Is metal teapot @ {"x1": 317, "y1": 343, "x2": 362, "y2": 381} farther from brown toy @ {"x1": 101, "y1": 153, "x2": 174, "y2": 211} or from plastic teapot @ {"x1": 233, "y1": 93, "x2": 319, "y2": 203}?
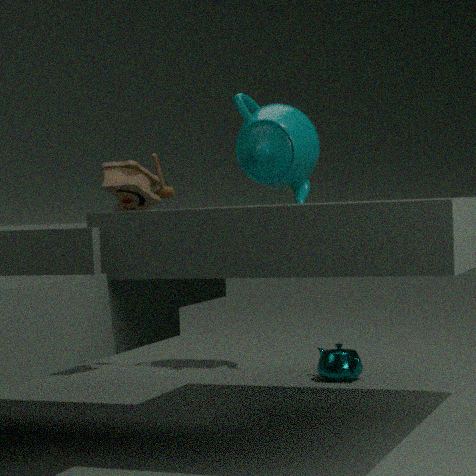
brown toy @ {"x1": 101, "y1": 153, "x2": 174, "y2": 211}
